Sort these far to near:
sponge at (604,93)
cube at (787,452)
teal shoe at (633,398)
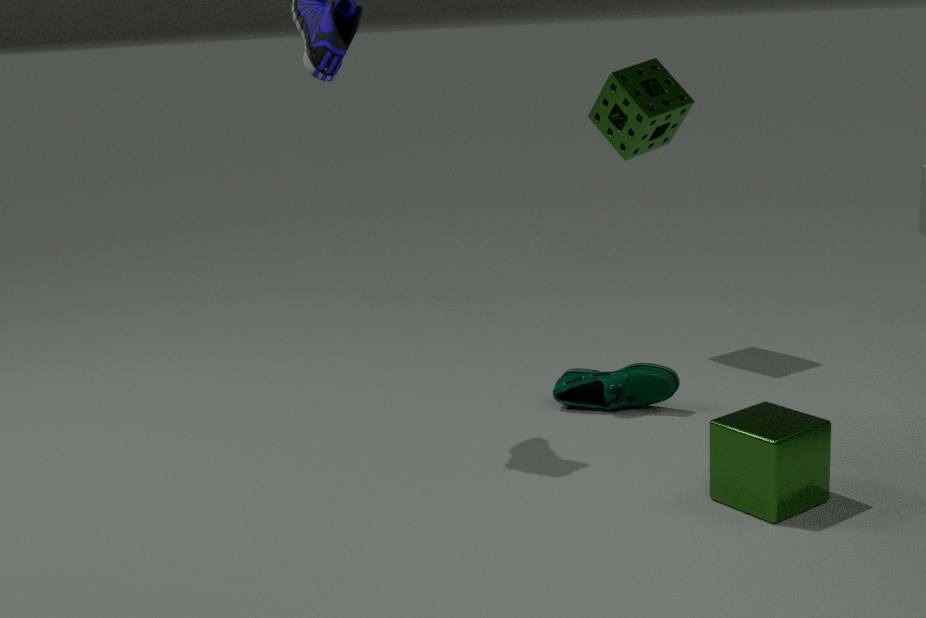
sponge at (604,93) → teal shoe at (633,398) → cube at (787,452)
